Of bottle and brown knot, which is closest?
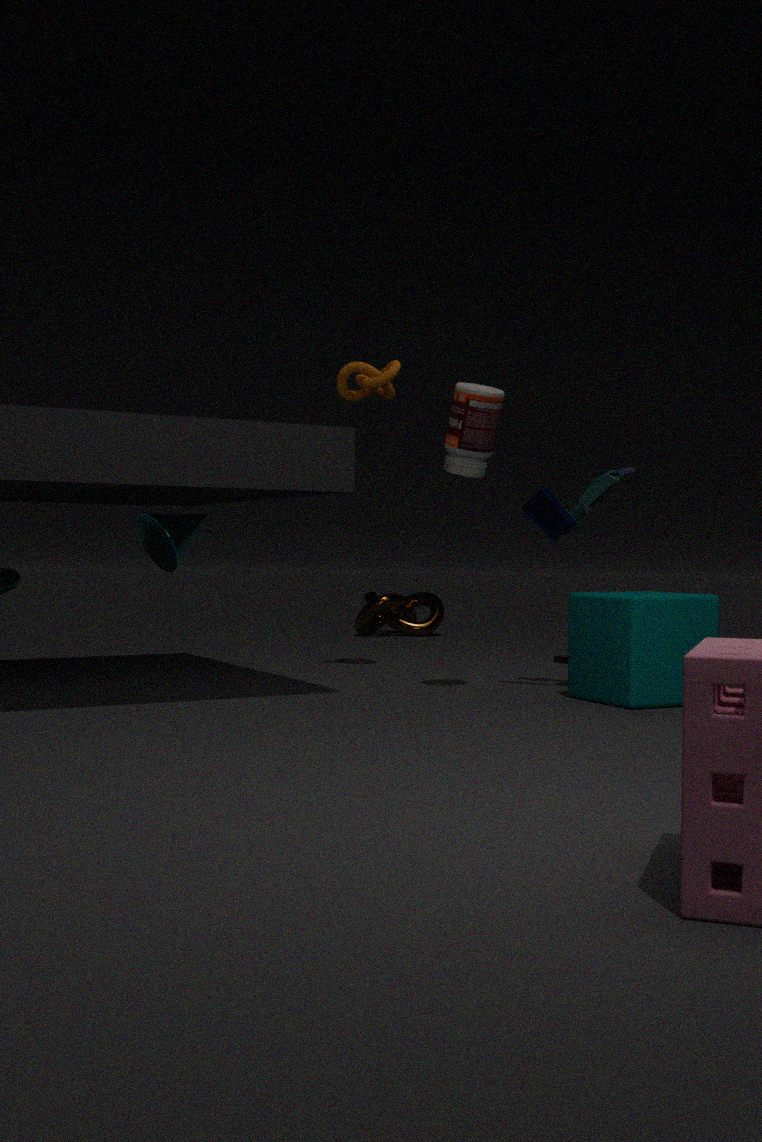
bottle
